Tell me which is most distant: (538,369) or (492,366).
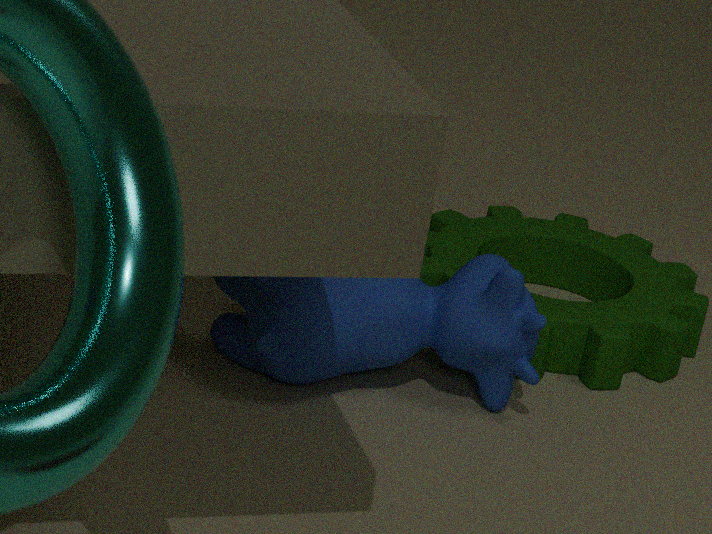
(538,369)
